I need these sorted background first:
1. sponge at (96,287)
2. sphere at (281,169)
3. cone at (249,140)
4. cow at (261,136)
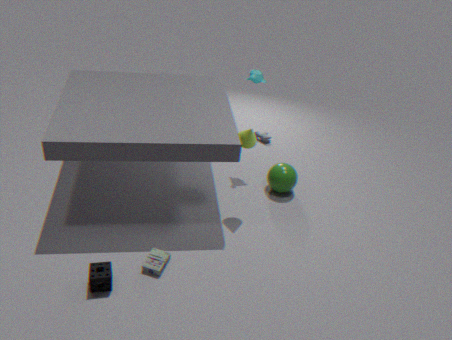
cow at (261,136) < sphere at (281,169) < cone at (249,140) < sponge at (96,287)
